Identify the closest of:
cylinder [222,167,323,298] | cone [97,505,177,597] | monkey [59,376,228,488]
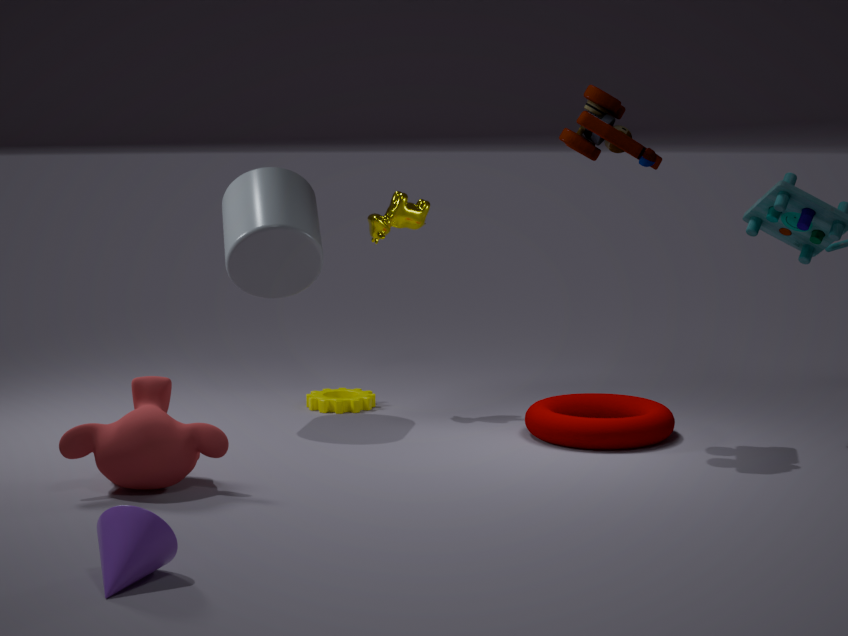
cone [97,505,177,597]
